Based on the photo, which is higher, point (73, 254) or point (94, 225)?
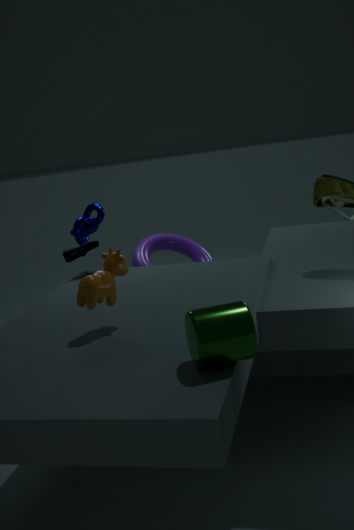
point (94, 225)
